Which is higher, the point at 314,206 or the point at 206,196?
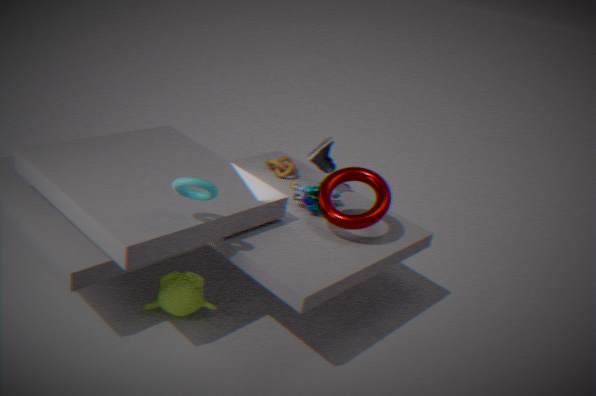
the point at 206,196
